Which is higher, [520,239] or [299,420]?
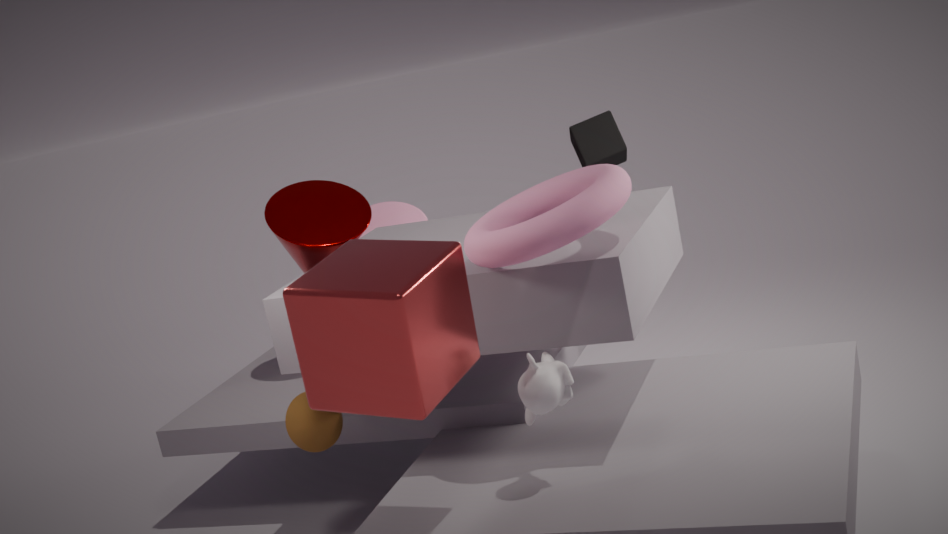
[520,239]
